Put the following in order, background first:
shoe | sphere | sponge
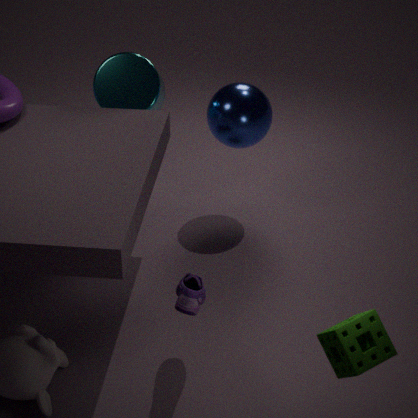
sphere
shoe
sponge
